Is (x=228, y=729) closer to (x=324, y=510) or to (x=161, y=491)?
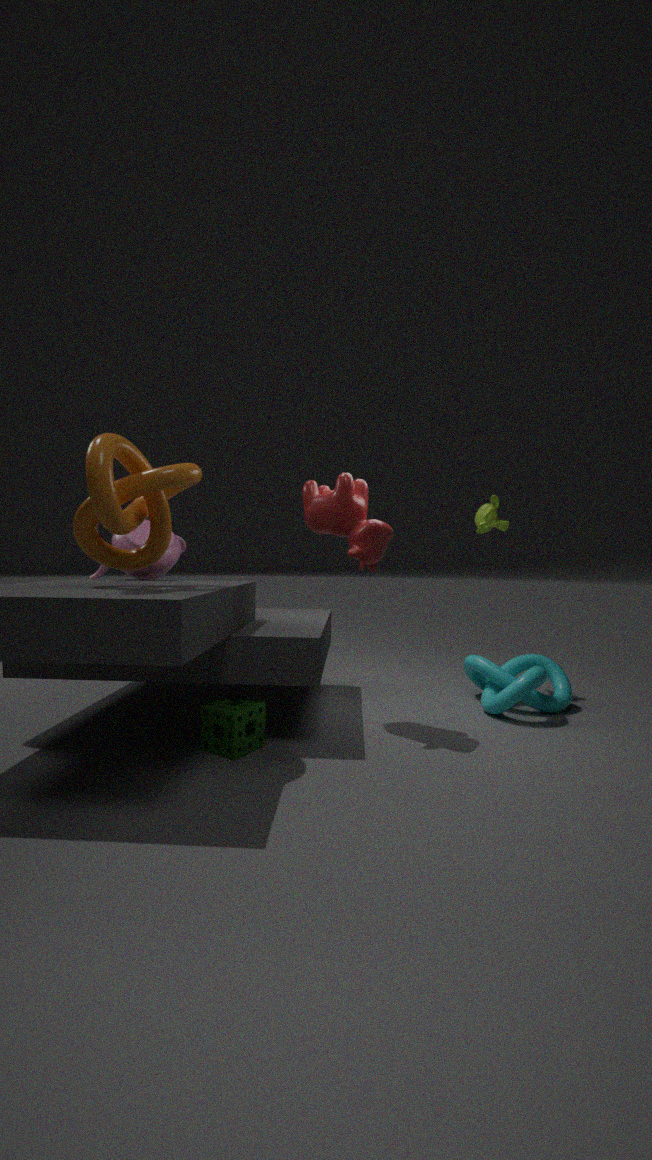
(x=161, y=491)
